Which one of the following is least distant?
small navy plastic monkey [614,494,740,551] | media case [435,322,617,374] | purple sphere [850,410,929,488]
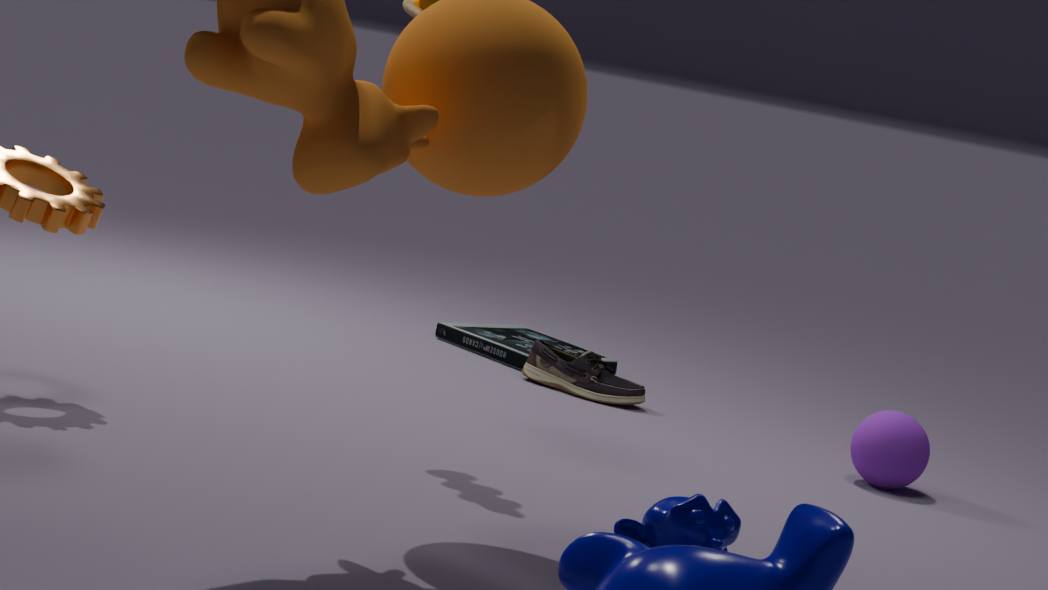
small navy plastic monkey [614,494,740,551]
